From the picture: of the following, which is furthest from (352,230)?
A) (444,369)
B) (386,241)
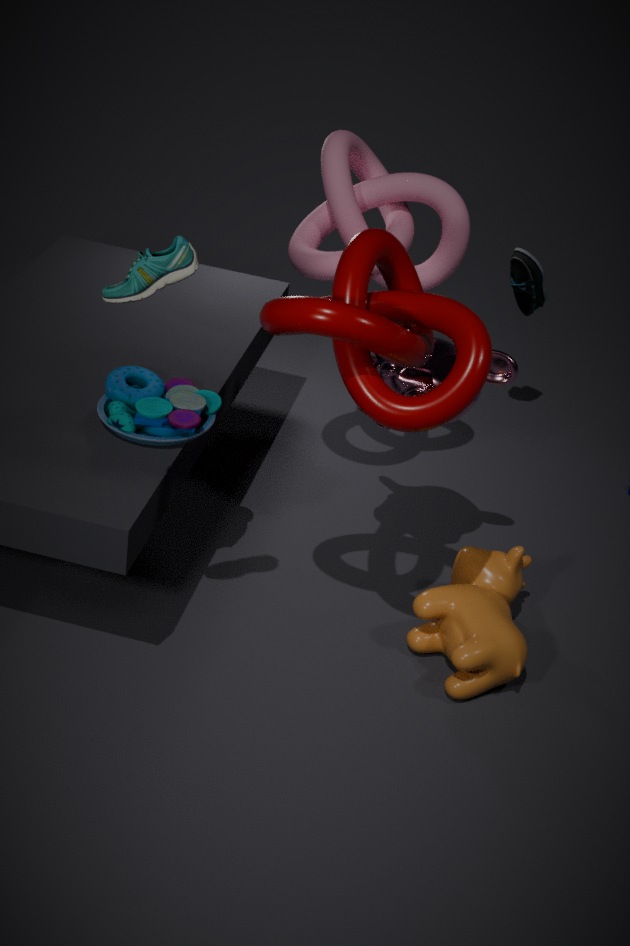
(386,241)
